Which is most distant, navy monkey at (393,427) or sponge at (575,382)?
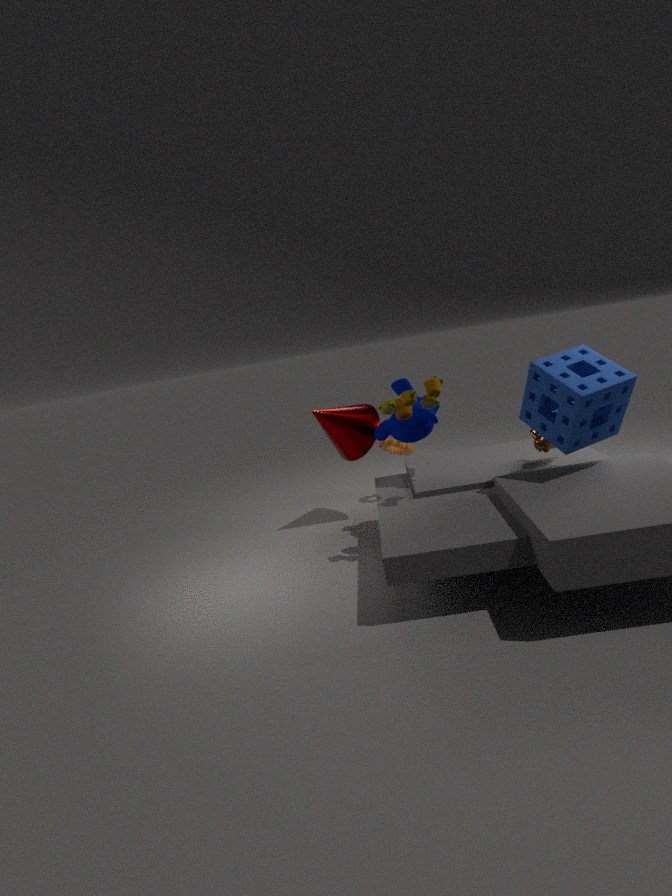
navy monkey at (393,427)
